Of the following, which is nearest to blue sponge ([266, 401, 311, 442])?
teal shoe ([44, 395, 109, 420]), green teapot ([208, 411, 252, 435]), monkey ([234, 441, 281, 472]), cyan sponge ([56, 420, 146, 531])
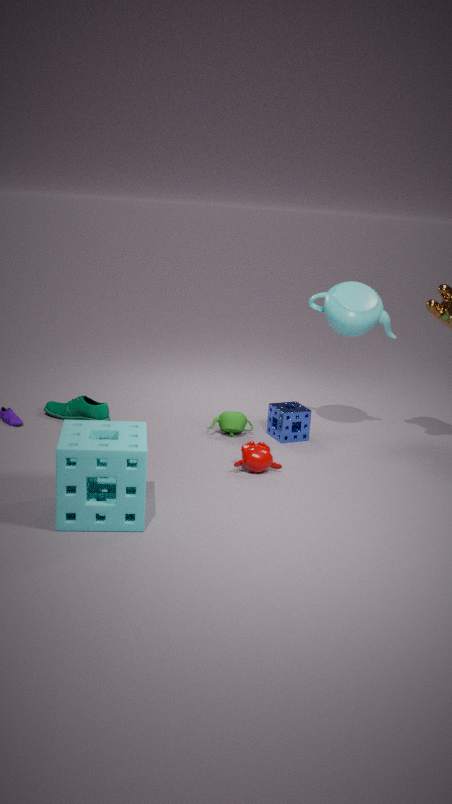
green teapot ([208, 411, 252, 435])
